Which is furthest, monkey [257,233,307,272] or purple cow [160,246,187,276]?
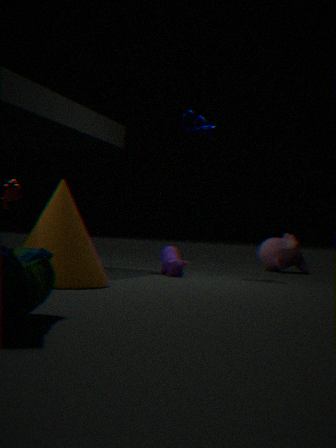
Answer: monkey [257,233,307,272]
